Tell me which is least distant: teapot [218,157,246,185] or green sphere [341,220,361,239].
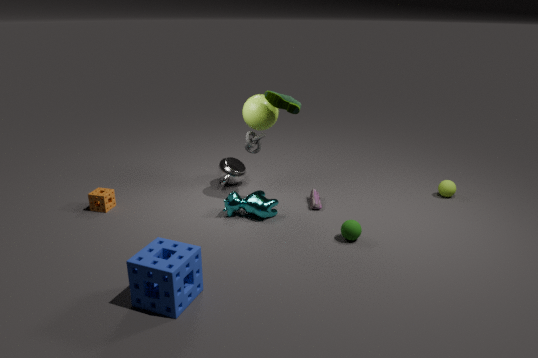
green sphere [341,220,361,239]
